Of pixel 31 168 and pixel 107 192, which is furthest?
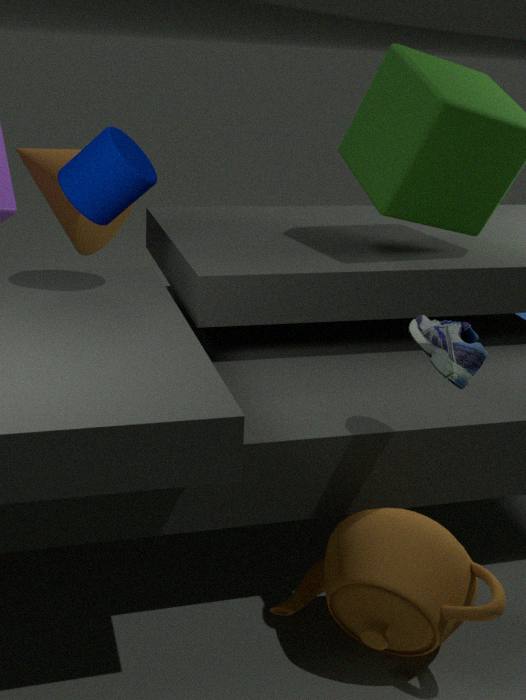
pixel 31 168
